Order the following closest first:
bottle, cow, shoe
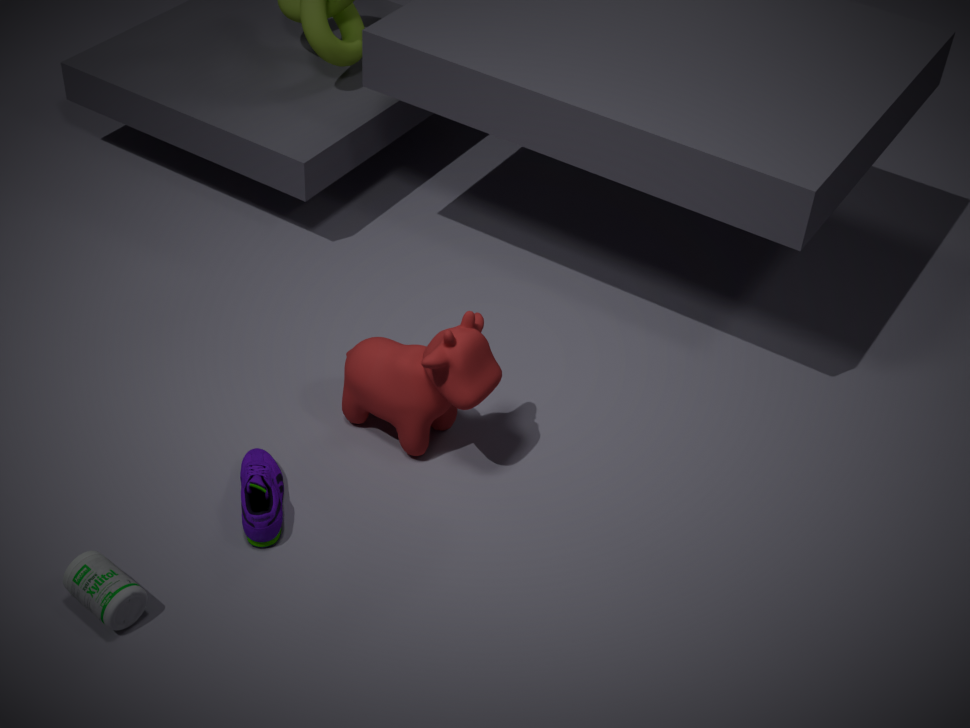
bottle < shoe < cow
